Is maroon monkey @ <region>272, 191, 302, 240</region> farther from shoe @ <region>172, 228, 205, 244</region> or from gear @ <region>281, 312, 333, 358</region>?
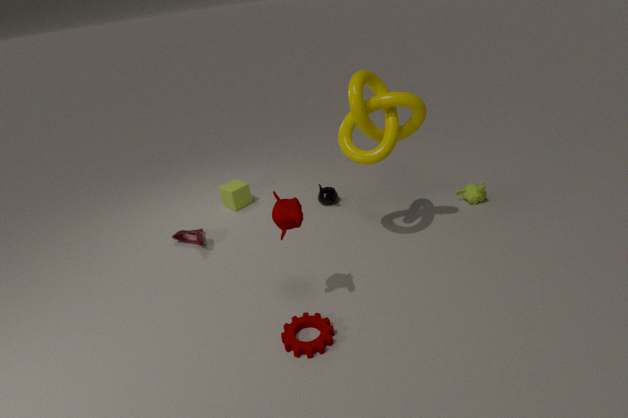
shoe @ <region>172, 228, 205, 244</region>
